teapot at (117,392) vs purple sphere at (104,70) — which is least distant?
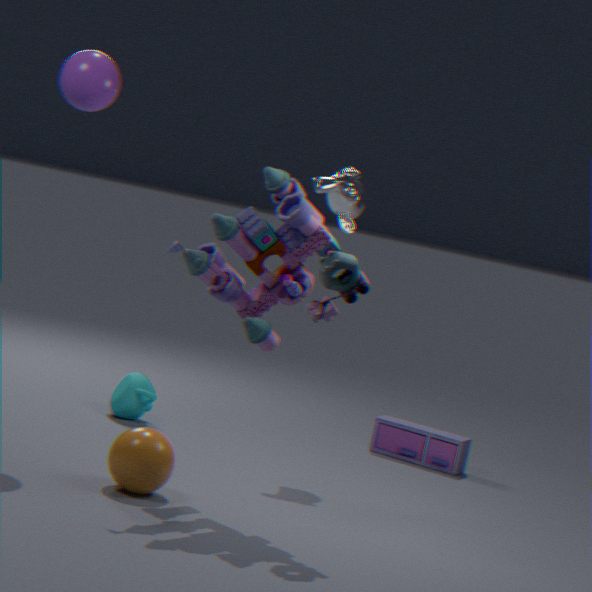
purple sphere at (104,70)
